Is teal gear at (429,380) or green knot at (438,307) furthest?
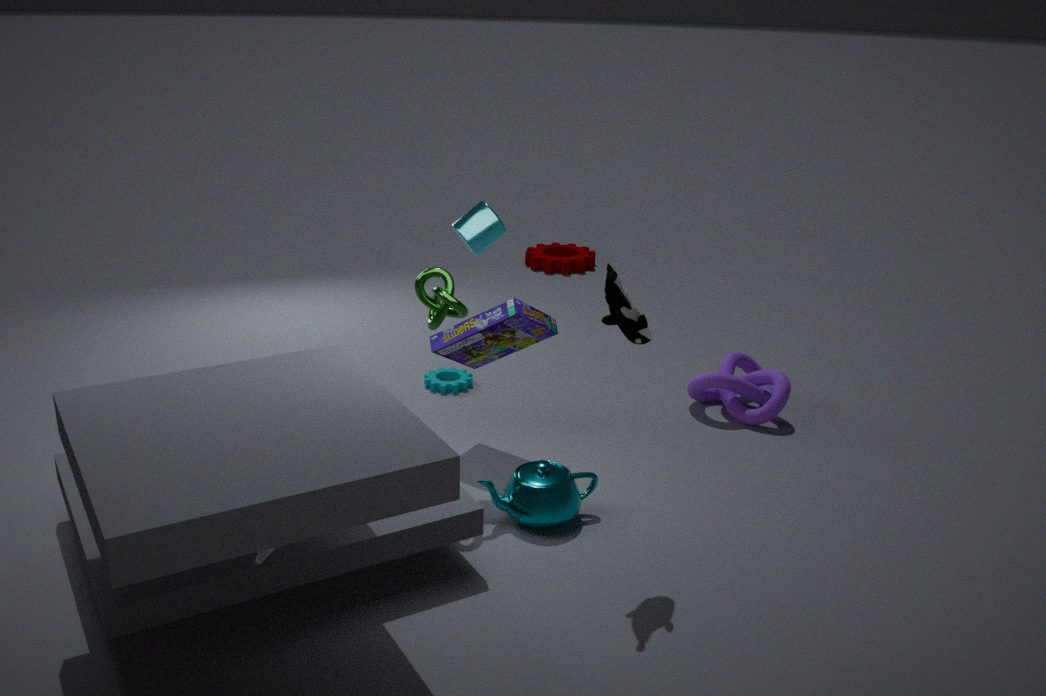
teal gear at (429,380)
